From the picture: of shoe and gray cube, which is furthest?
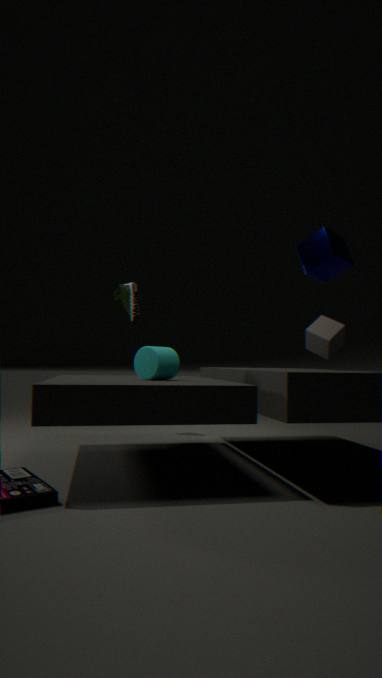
shoe
